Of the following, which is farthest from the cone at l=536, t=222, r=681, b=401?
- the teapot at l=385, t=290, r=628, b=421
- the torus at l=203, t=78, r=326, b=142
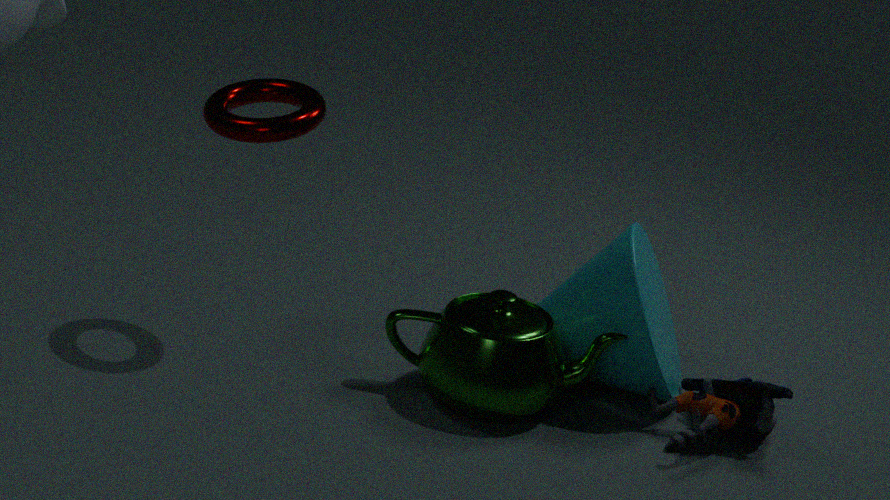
the torus at l=203, t=78, r=326, b=142
